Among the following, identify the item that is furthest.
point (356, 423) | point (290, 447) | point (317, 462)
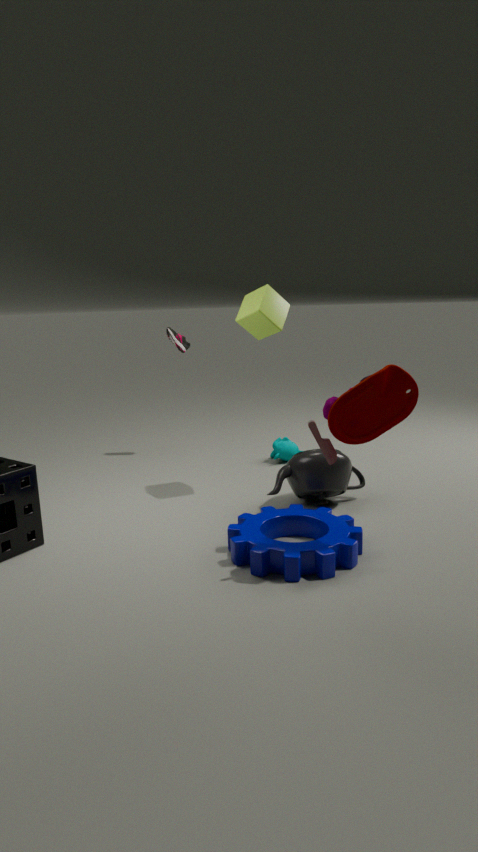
point (290, 447)
